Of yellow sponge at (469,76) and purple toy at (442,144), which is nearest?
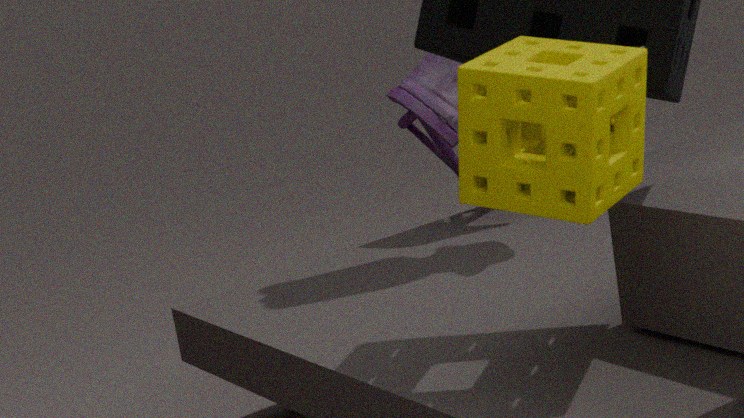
yellow sponge at (469,76)
